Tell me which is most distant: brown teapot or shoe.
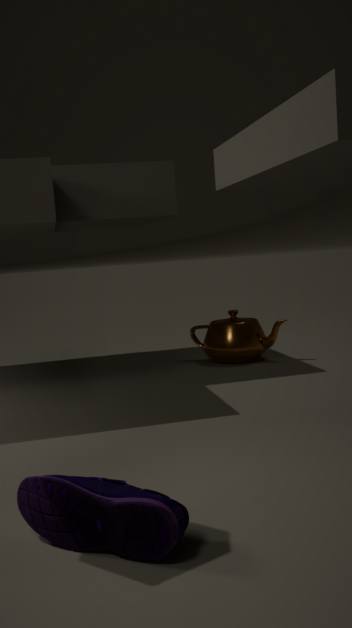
brown teapot
